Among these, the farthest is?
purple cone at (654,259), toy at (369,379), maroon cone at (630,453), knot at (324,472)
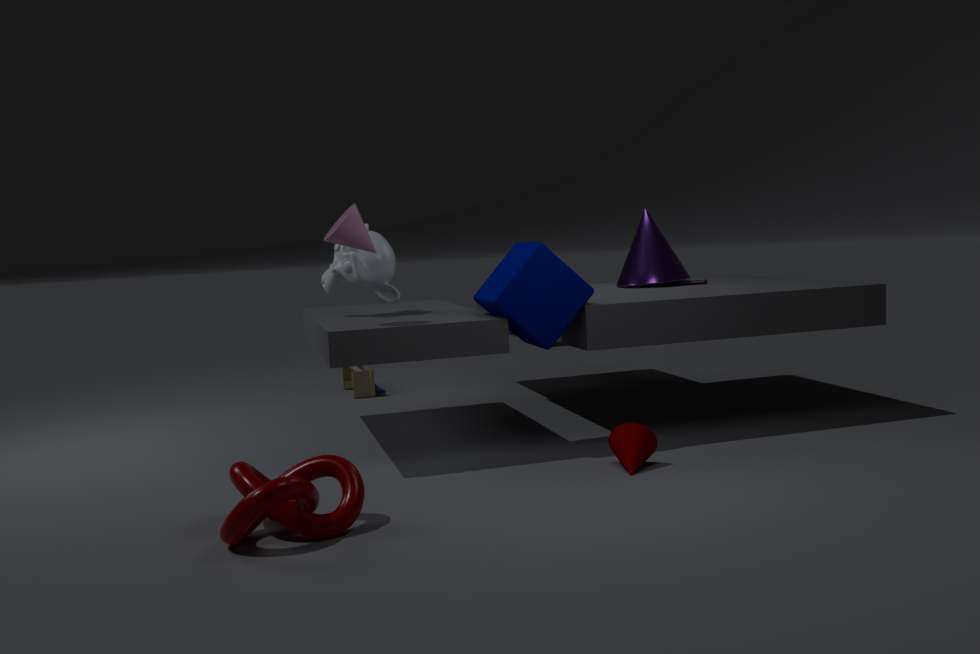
toy at (369,379)
